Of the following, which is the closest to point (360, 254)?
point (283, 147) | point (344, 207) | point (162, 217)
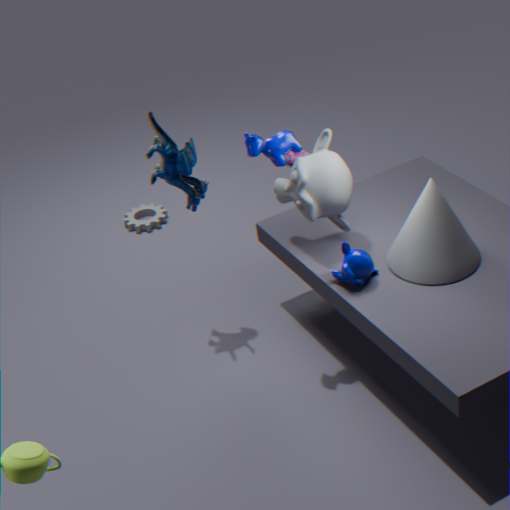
point (344, 207)
